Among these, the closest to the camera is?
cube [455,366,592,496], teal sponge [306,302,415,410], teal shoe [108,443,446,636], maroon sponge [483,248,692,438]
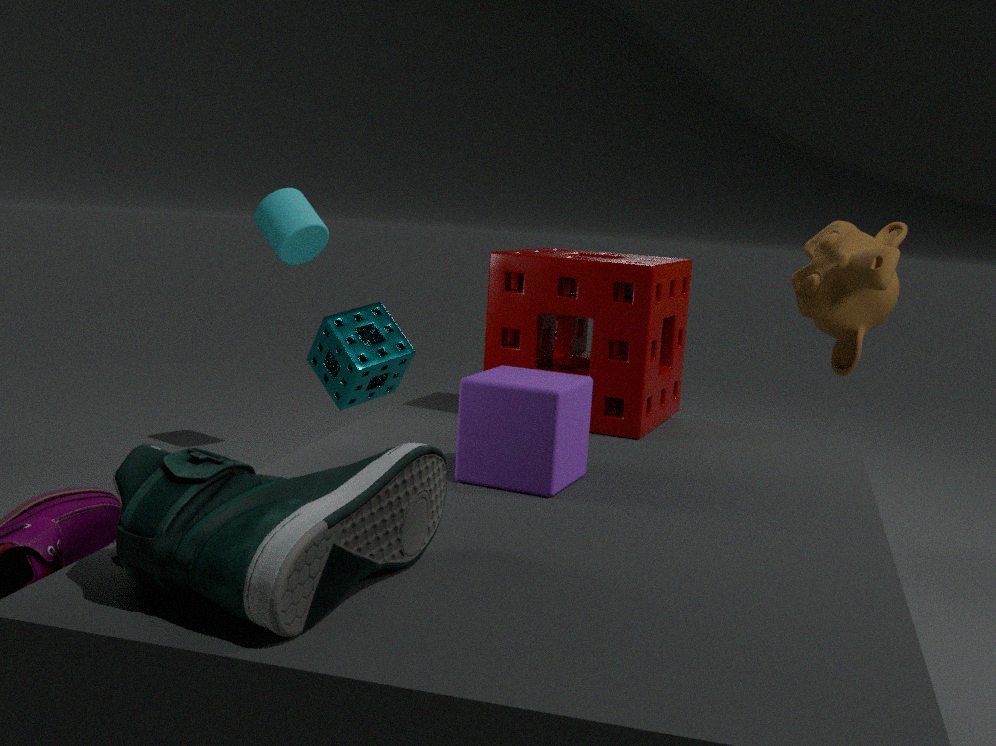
teal shoe [108,443,446,636]
